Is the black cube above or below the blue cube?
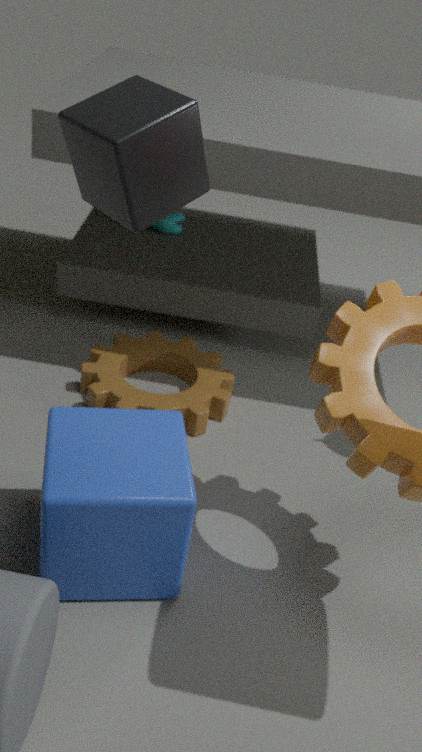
above
